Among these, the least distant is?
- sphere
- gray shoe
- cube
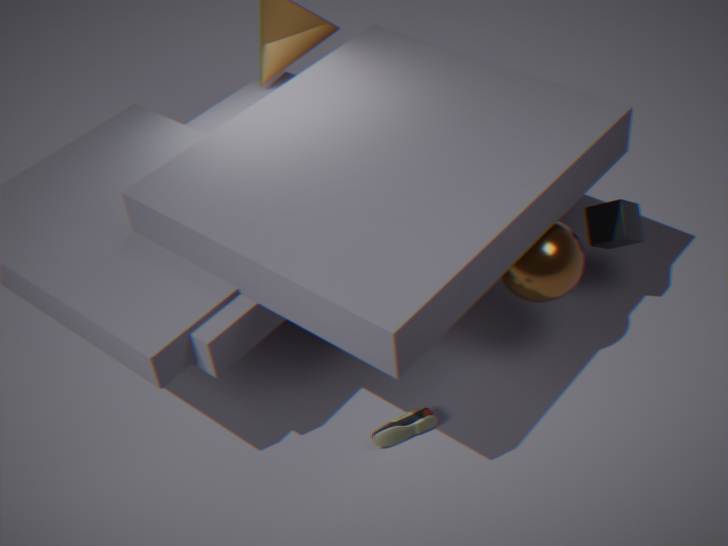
sphere
